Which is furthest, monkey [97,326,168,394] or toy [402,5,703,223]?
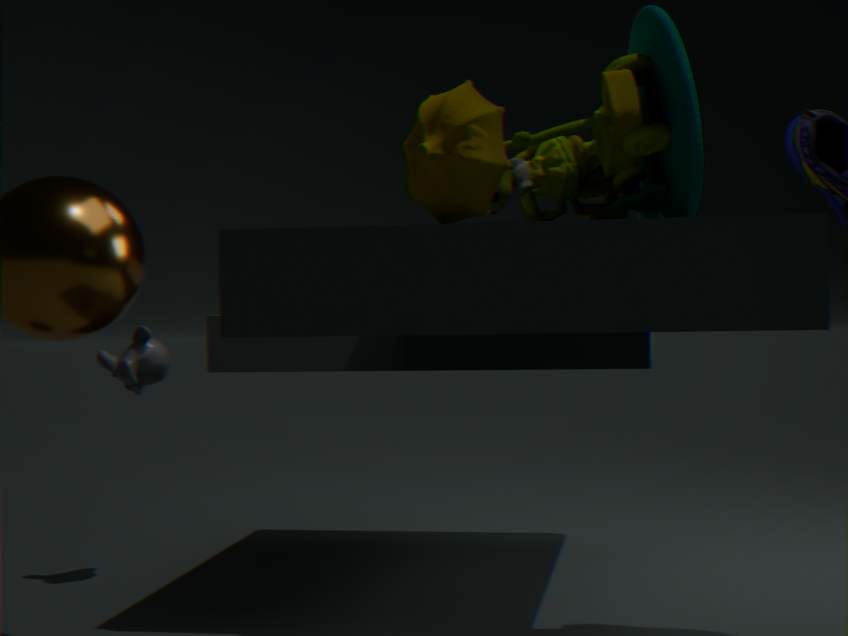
monkey [97,326,168,394]
